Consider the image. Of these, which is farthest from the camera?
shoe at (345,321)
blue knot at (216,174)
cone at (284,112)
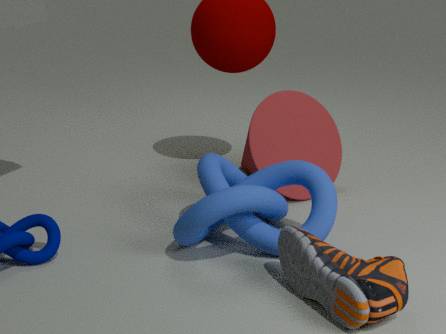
cone at (284,112)
